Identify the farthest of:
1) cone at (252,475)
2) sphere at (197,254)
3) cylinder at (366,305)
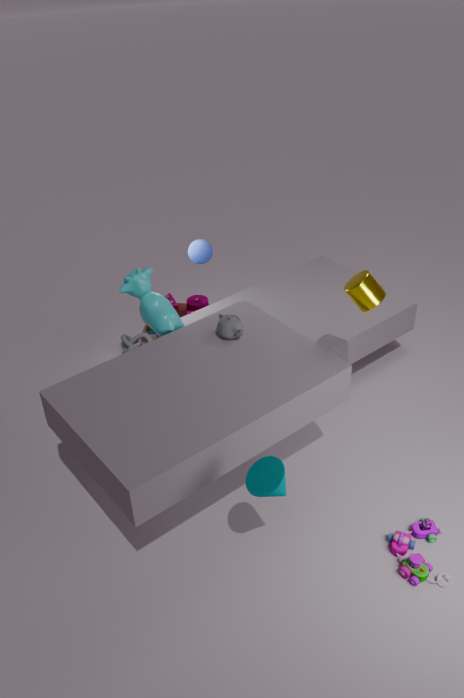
2. sphere at (197,254)
